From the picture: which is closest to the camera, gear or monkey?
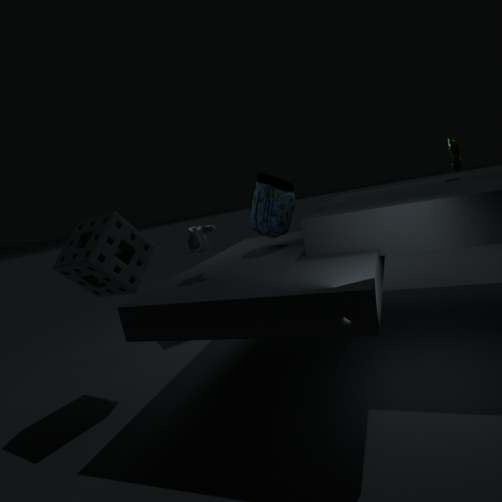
monkey
